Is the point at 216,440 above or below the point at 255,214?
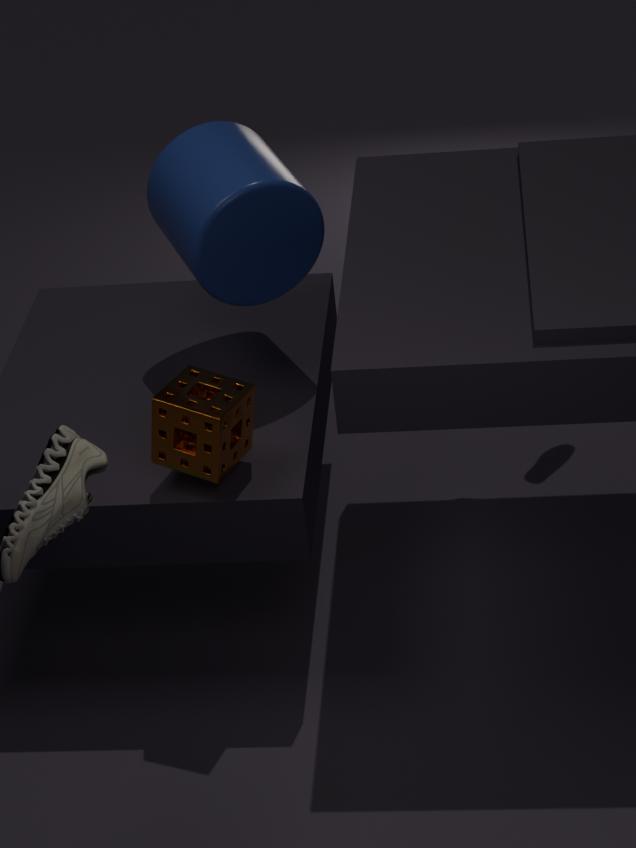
below
